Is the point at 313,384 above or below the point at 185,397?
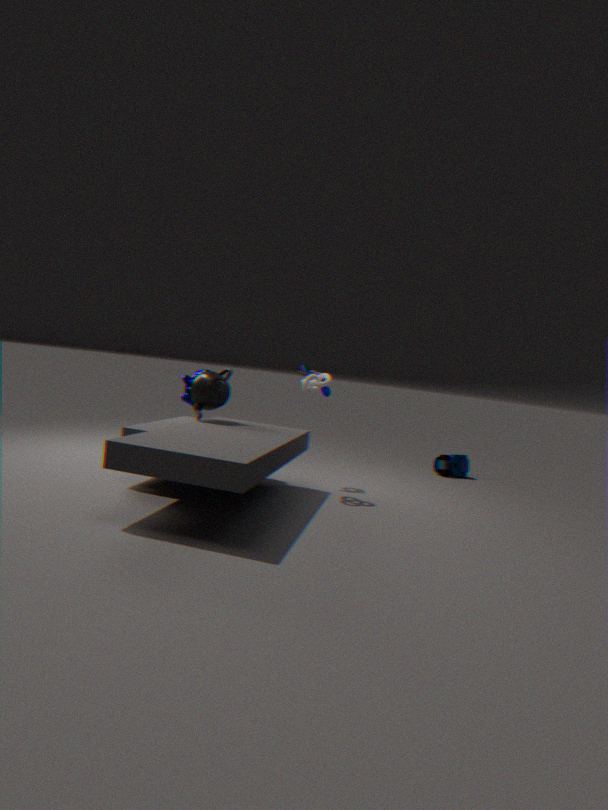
above
